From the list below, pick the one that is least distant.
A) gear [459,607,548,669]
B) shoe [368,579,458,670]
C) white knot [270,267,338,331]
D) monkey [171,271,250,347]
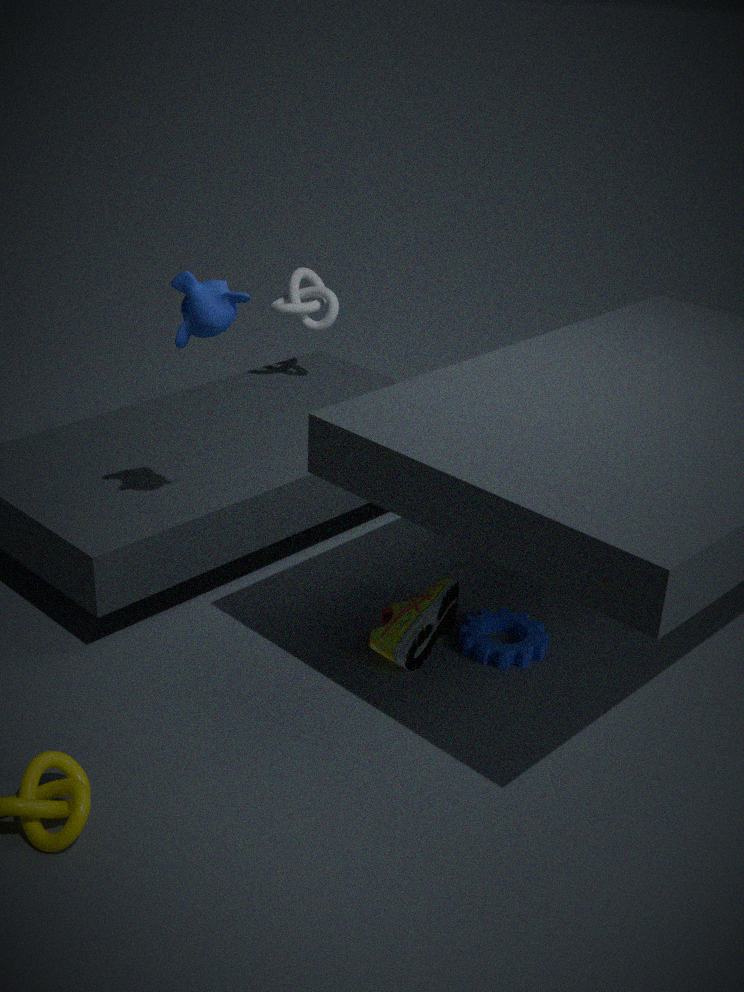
monkey [171,271,250,347]
